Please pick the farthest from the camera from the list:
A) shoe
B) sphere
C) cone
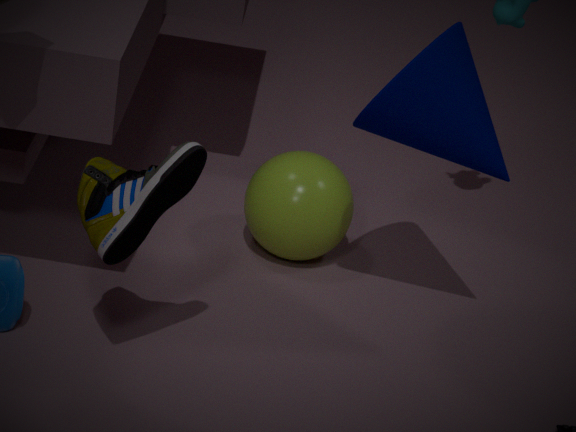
B. sphere
